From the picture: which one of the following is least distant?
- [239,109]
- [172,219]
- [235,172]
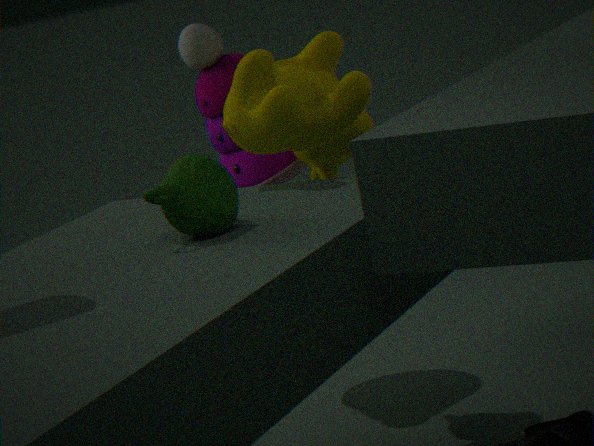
[172,219]
